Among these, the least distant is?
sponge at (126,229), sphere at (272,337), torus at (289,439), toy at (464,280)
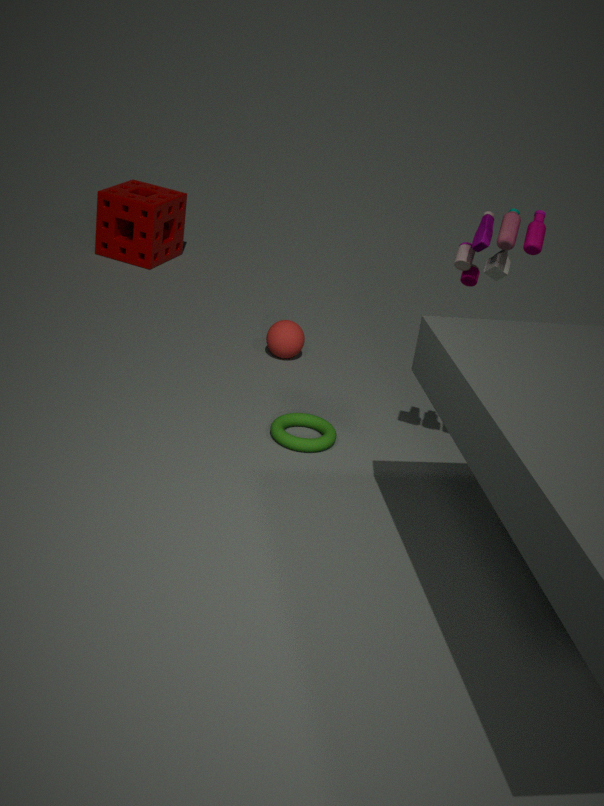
toy at (464,280)
